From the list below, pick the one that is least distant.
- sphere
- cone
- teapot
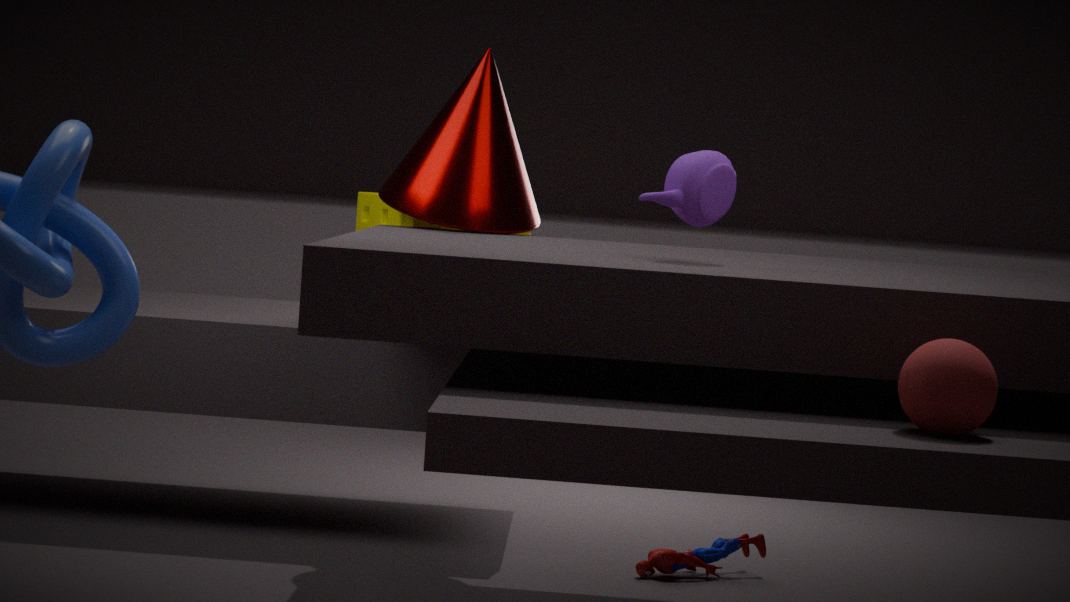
sphere
